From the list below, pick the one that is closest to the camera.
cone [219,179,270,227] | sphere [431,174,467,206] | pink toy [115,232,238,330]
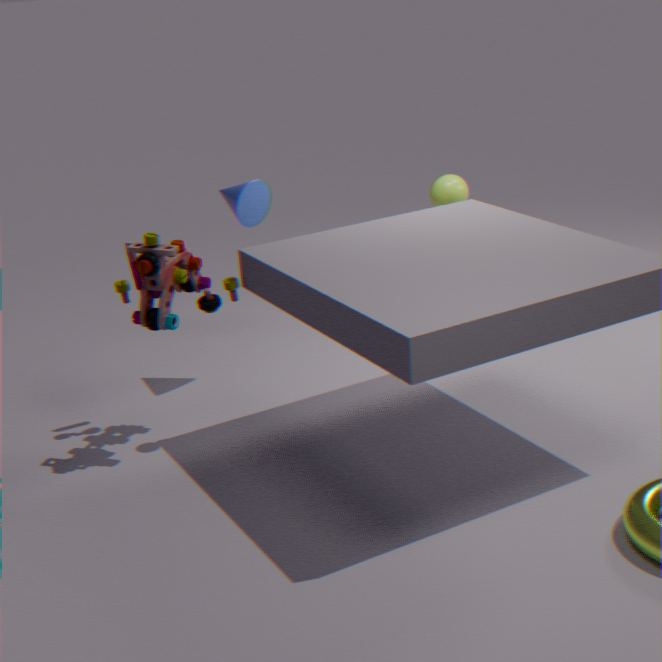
pink toy [115,232,238,330]
